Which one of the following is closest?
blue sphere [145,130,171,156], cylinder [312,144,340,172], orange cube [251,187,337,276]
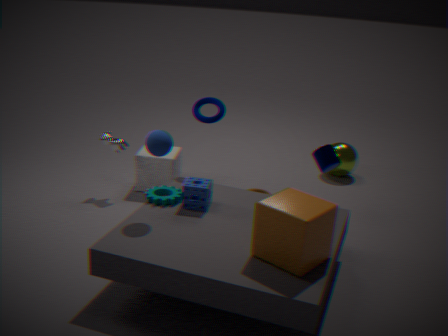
orange cube [251,187,337,276]
